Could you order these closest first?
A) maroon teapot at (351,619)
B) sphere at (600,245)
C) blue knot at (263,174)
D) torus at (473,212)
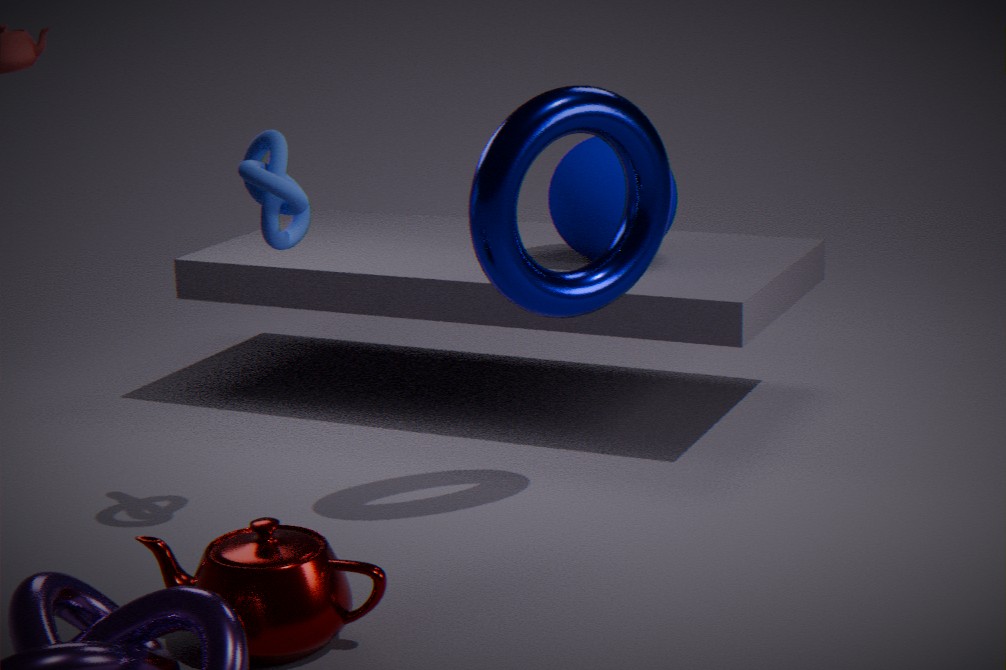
maroon teapot at (351,619), blue knot at (263,174), torus at (473,212), sphere at (600,245)
